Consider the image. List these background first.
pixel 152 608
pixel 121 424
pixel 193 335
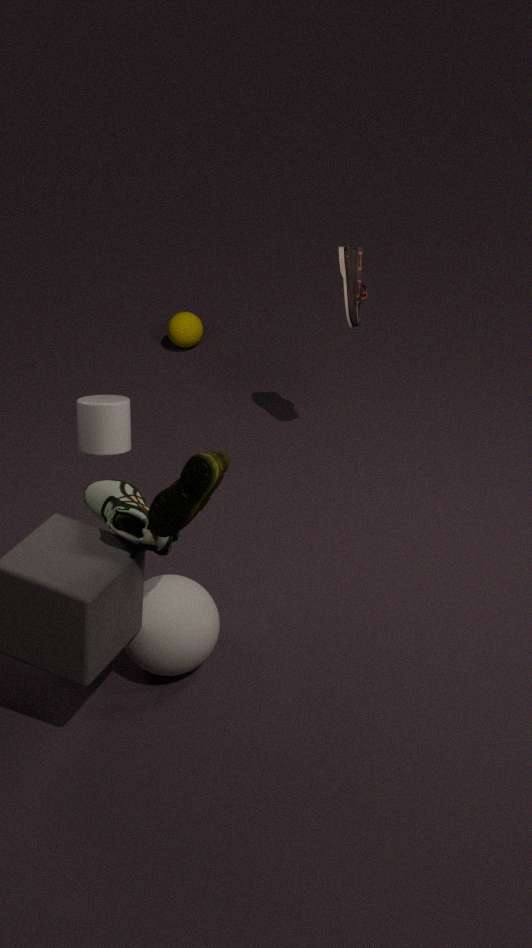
1. pixel 193 335
2. pixel 152 608
3. pixel 121 424
